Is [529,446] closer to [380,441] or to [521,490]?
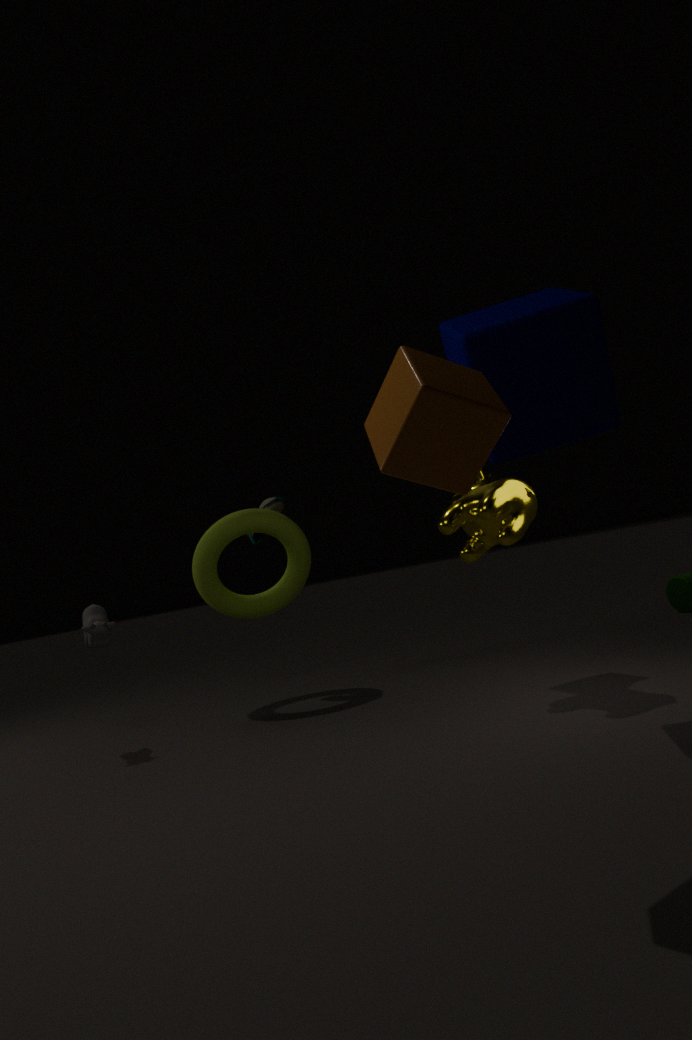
[521,490]
